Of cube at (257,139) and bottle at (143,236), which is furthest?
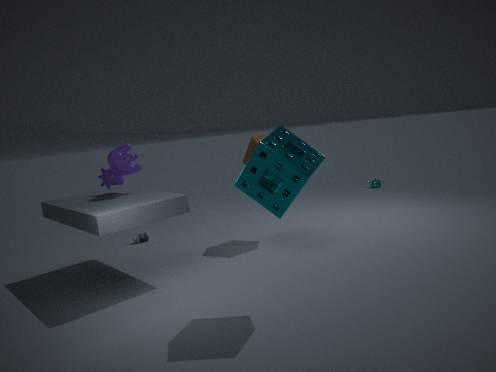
bottle at (143,236)
